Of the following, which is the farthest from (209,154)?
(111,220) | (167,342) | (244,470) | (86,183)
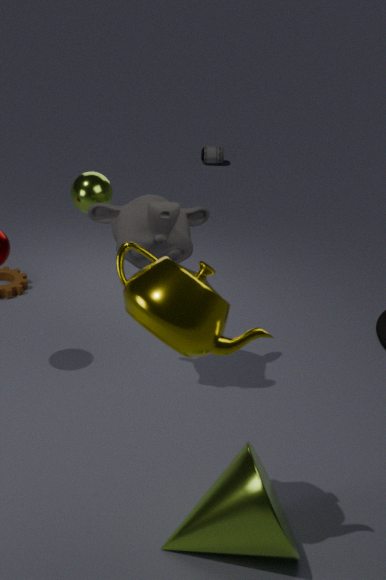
(167,342)
